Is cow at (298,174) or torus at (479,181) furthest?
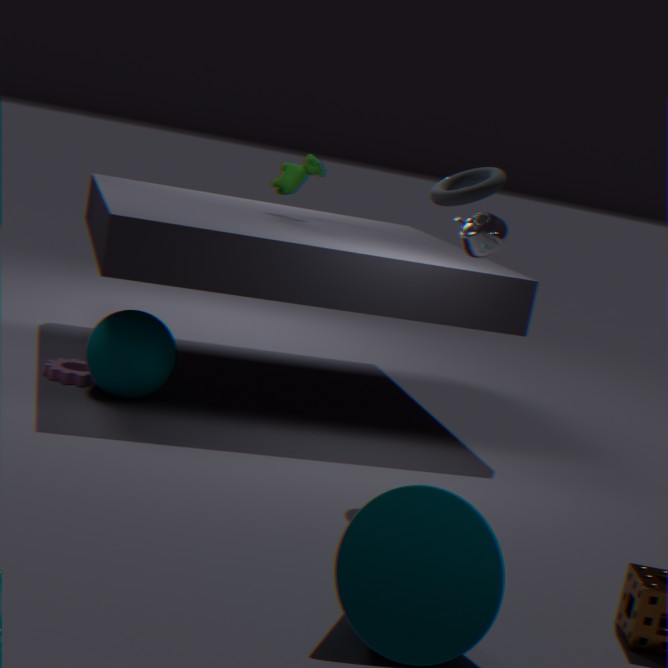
cow at (298,174)
